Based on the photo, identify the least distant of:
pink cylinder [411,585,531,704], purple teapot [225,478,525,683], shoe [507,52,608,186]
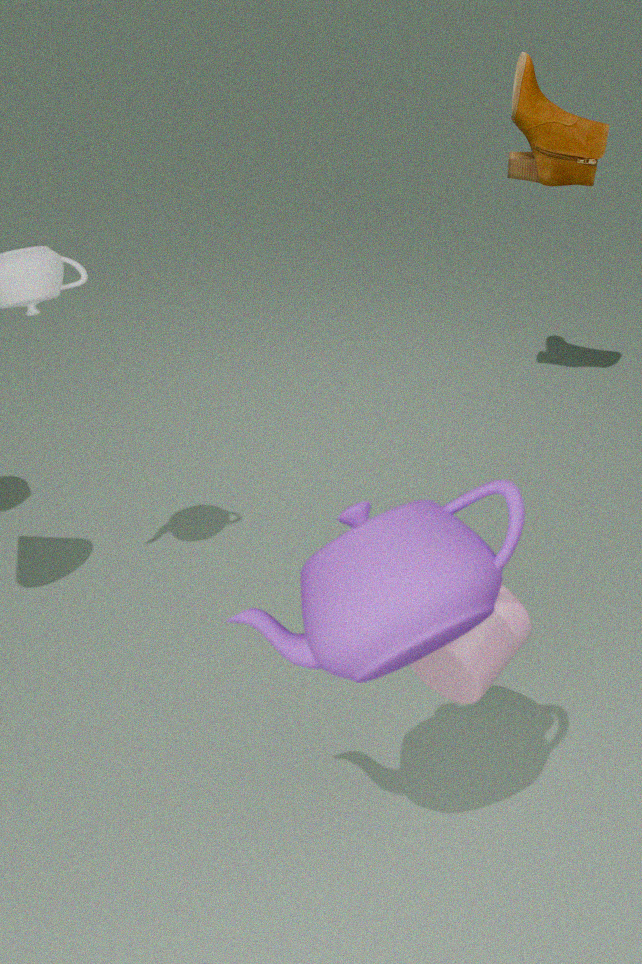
purple teapot [225,478,525,683]
